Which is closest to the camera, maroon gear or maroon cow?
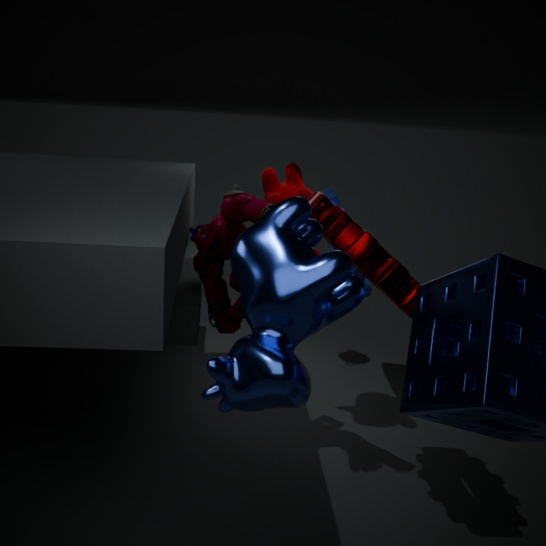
maroon gear
